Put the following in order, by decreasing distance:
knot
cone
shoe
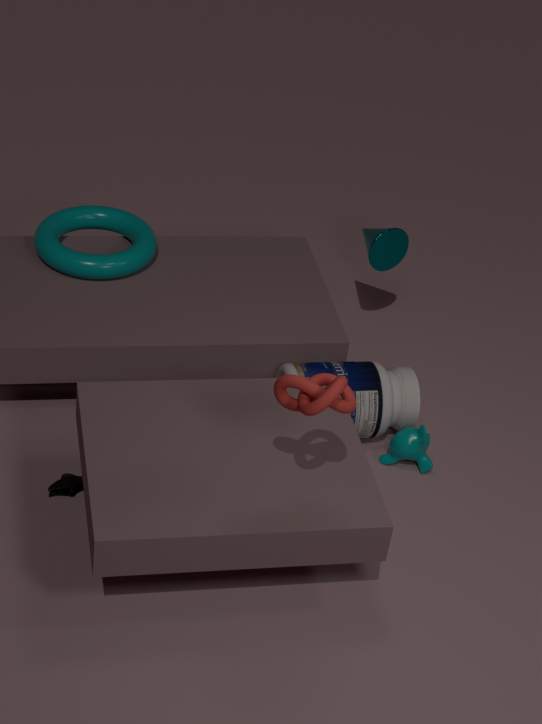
cone, shoe, knot
